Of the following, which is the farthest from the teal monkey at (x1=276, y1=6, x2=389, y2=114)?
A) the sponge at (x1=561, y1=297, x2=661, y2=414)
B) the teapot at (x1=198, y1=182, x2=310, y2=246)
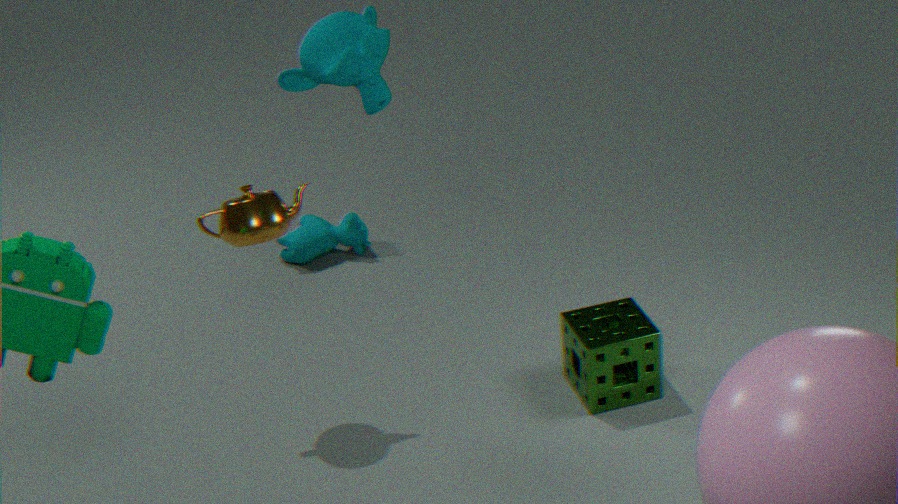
the sponge at (x1=561, y1=297, x2=661, y2=414)
